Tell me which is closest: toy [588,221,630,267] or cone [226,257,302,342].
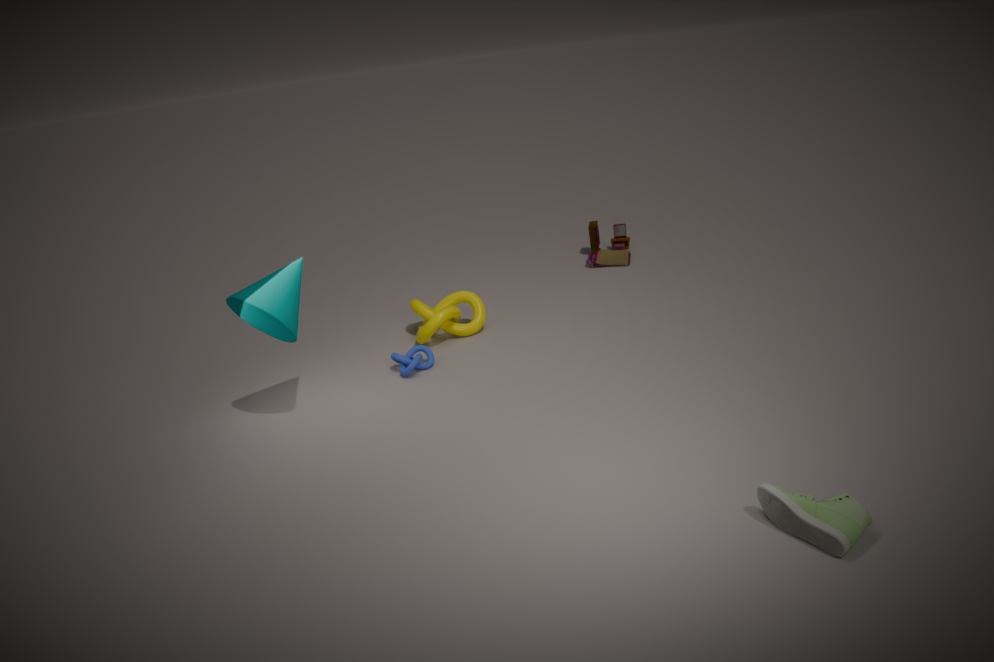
cone [226,257,302,342]
